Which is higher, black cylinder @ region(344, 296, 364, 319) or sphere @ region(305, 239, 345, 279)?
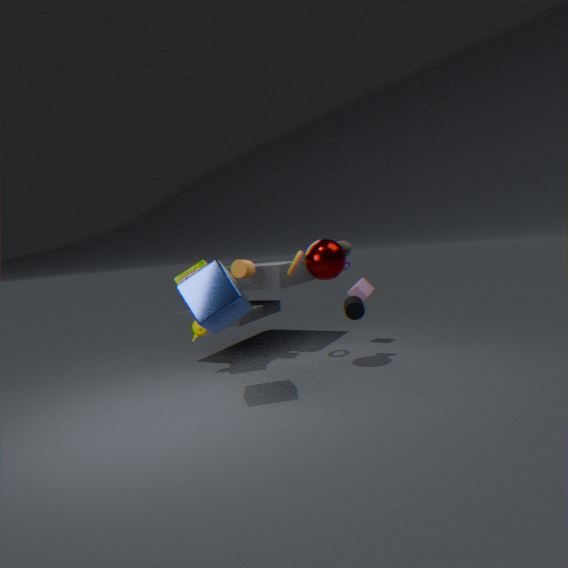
sphere @ region(305, 239, 345, 279)
